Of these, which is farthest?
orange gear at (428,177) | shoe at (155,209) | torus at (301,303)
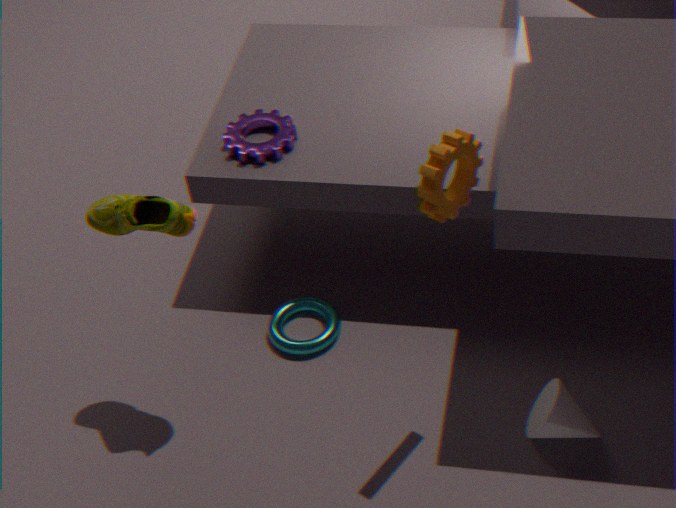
torus at (301,303)
